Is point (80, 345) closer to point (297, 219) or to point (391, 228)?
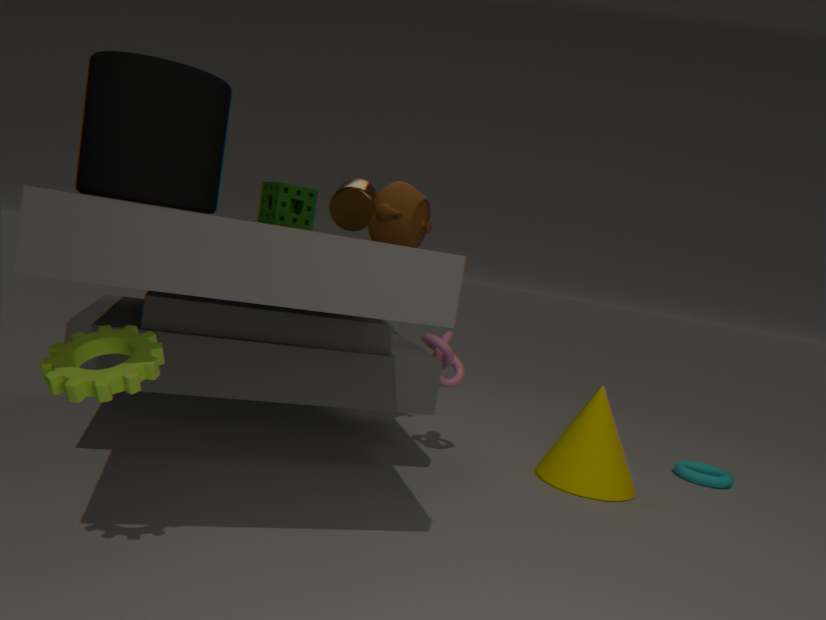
point (297, 219)
